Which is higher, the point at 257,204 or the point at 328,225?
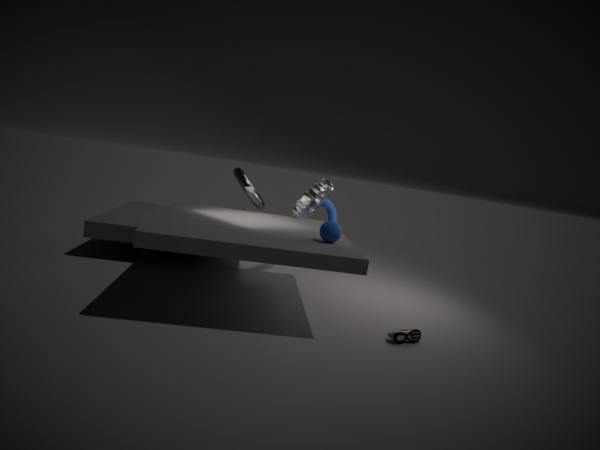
the point at 257,204
